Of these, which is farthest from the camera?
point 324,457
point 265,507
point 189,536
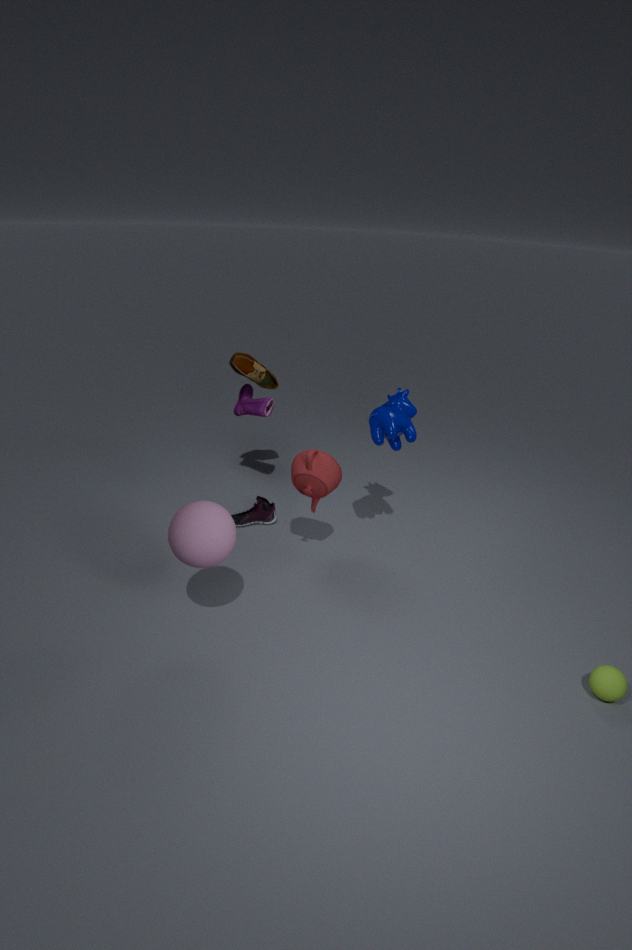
point 265,507
